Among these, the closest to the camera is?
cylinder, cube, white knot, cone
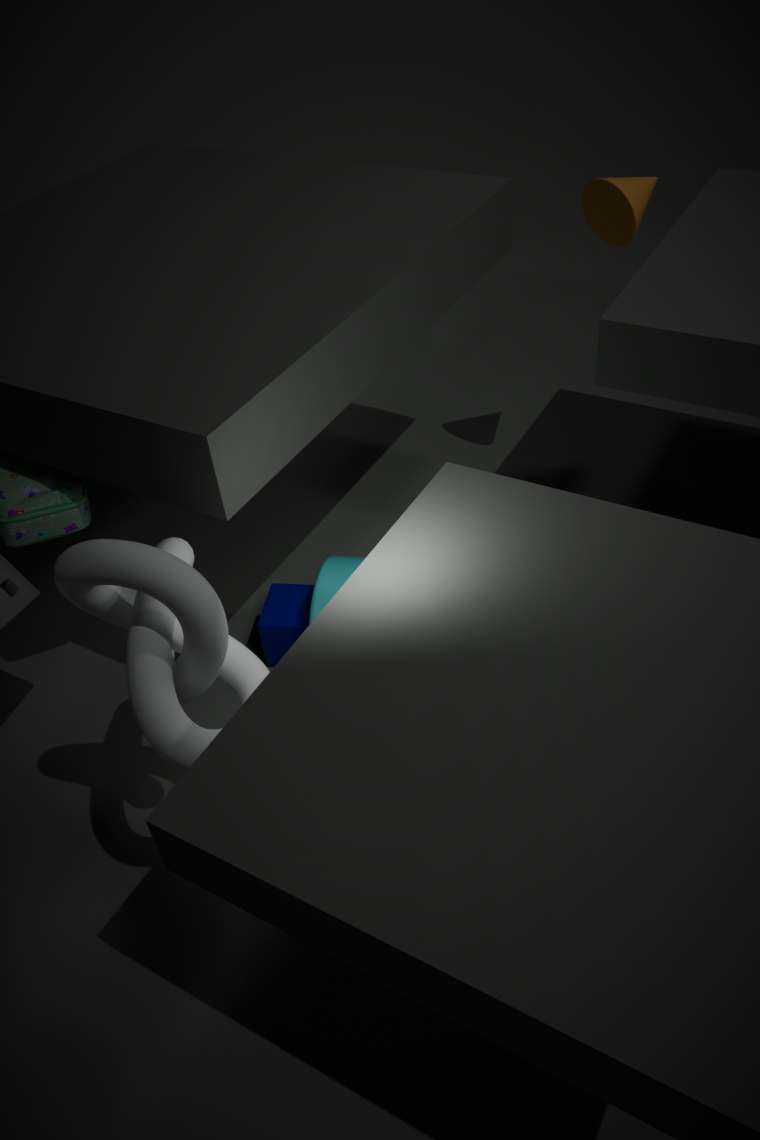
white knot
